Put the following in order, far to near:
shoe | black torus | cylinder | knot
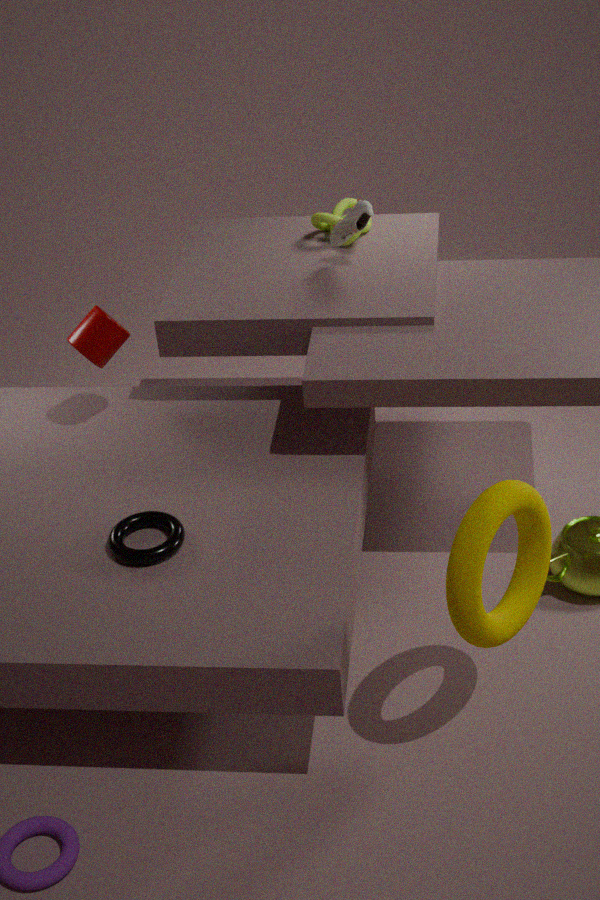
knot → shoe → cylinder → black torus
